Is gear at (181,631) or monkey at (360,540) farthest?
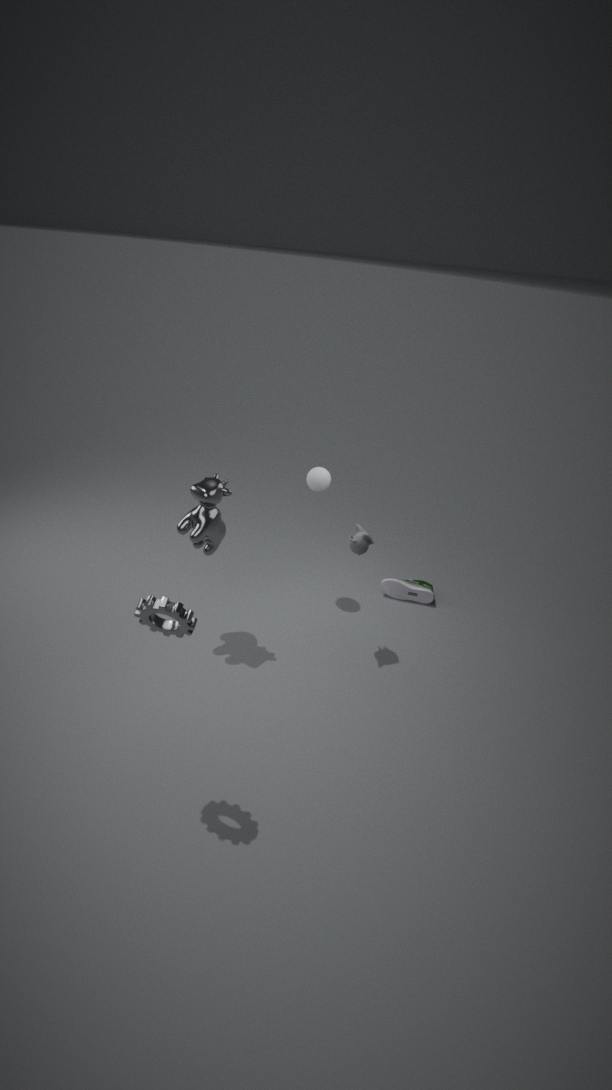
monkey at (360,540)
